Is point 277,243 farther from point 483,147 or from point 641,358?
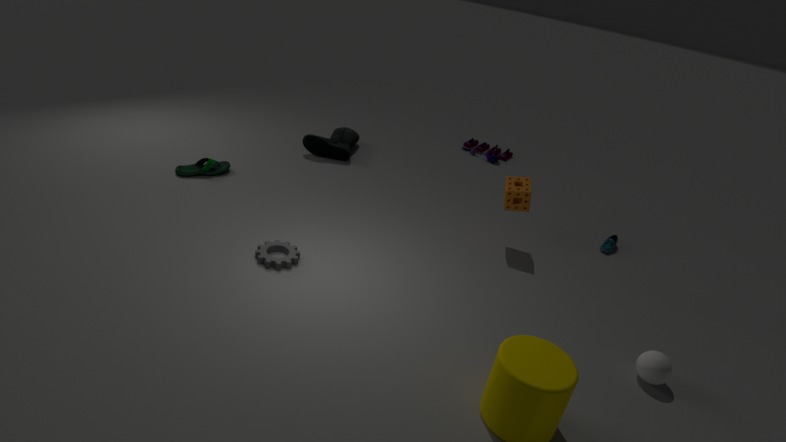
point 483,147
